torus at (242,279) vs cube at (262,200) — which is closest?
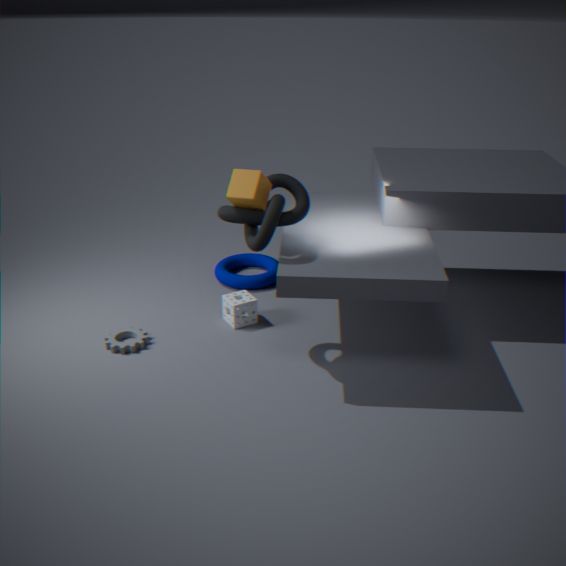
cube at (262,200)
